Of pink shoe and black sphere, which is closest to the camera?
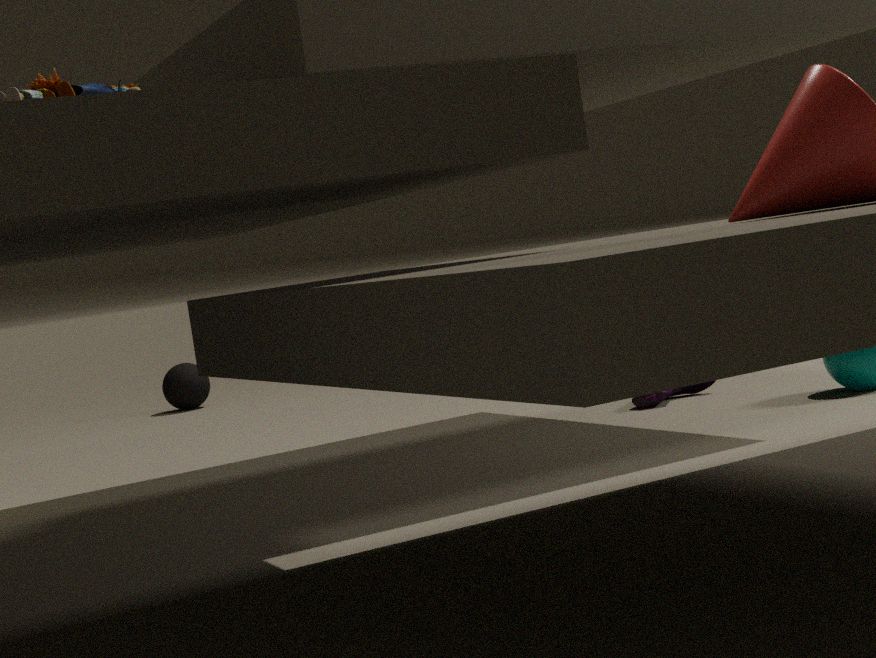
pink shoe
